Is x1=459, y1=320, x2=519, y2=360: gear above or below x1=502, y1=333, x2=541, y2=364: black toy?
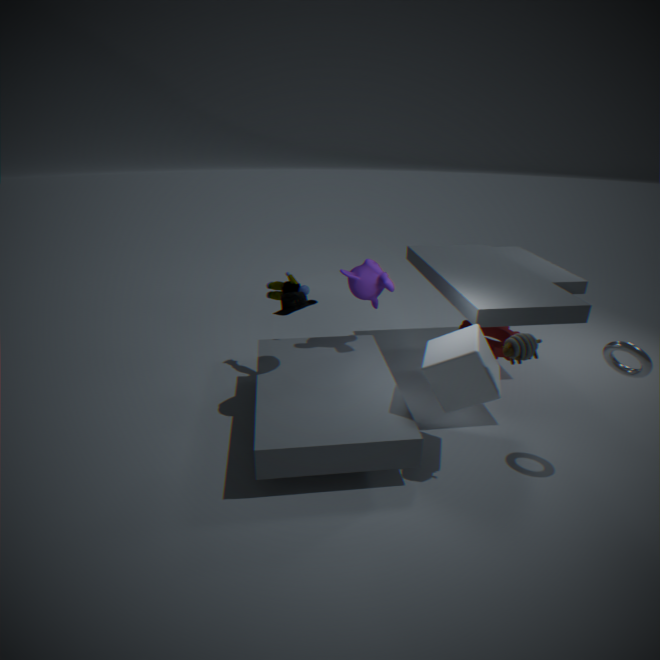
below
